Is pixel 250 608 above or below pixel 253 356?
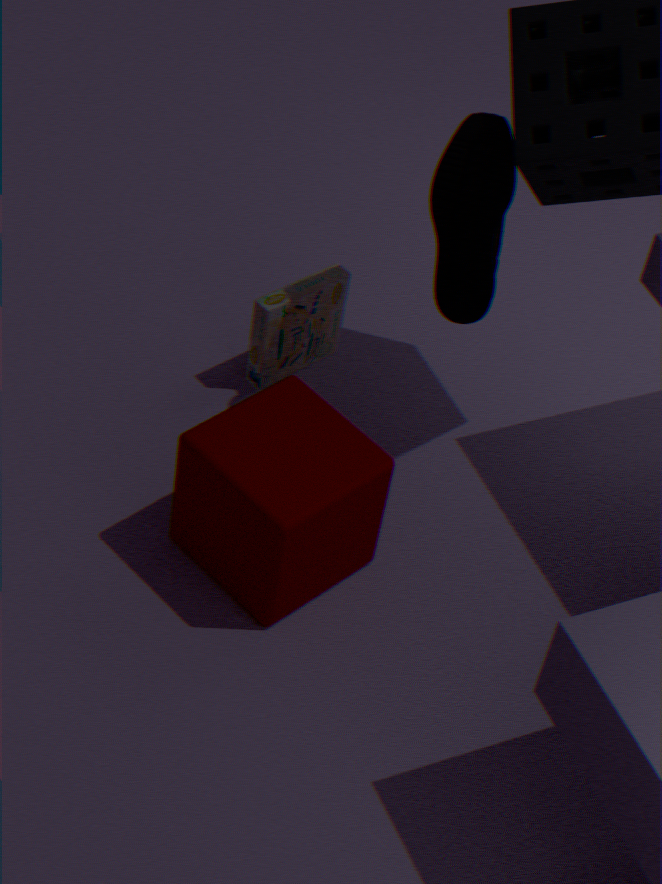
above
